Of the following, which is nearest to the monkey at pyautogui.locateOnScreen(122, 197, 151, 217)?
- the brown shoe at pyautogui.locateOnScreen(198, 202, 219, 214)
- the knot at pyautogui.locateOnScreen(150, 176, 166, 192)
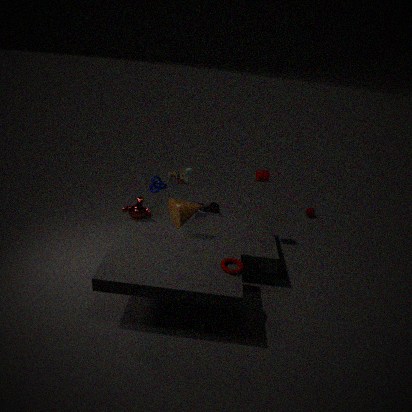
the knot at pyautogui.locateOnScreen(150, 176, 166, 192)
